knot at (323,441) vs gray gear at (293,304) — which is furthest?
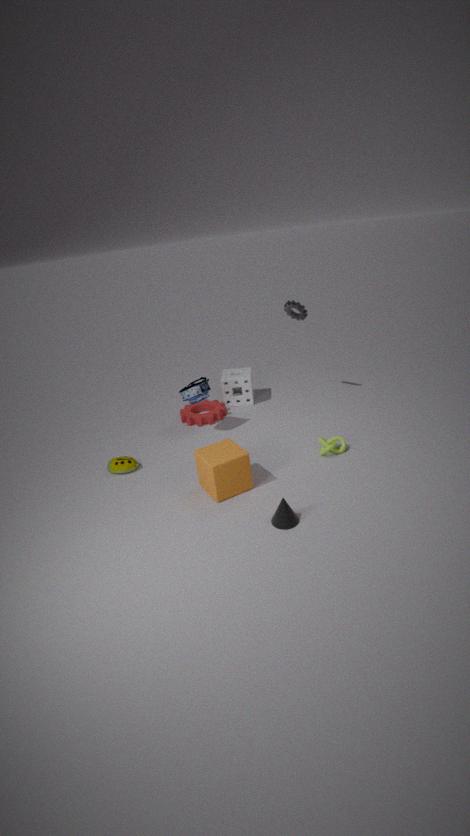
gray gear at (293,304)
